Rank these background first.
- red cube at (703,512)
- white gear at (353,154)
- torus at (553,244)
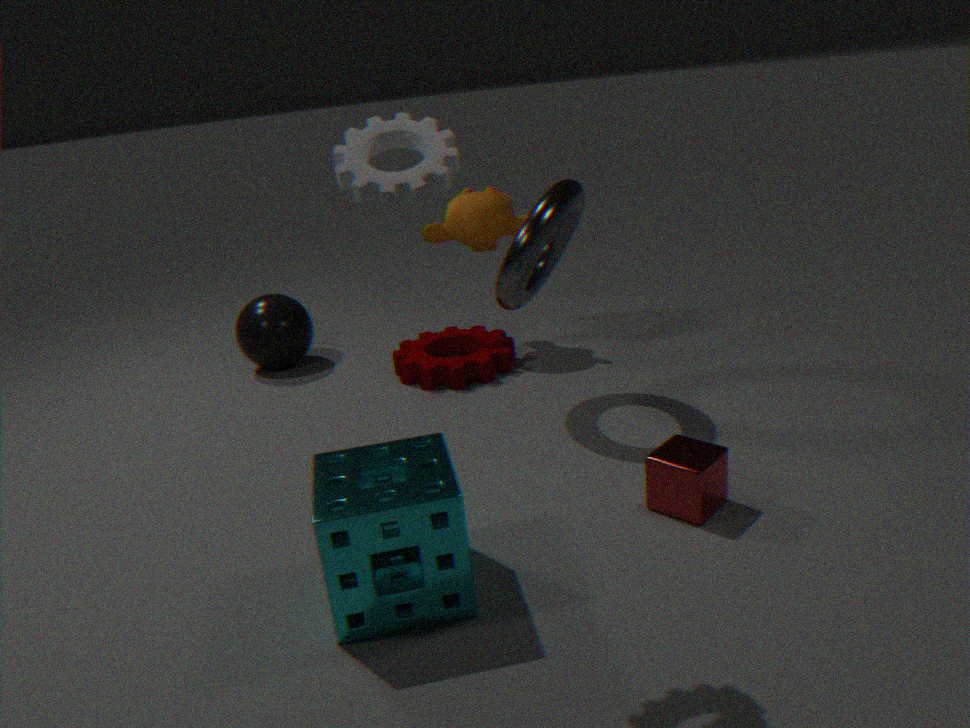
torus at (553,244) → red cube at (703,512) → white gear at (353,154)
